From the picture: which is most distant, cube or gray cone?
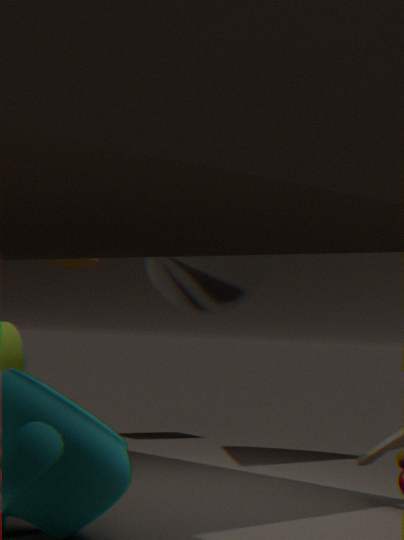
cube
